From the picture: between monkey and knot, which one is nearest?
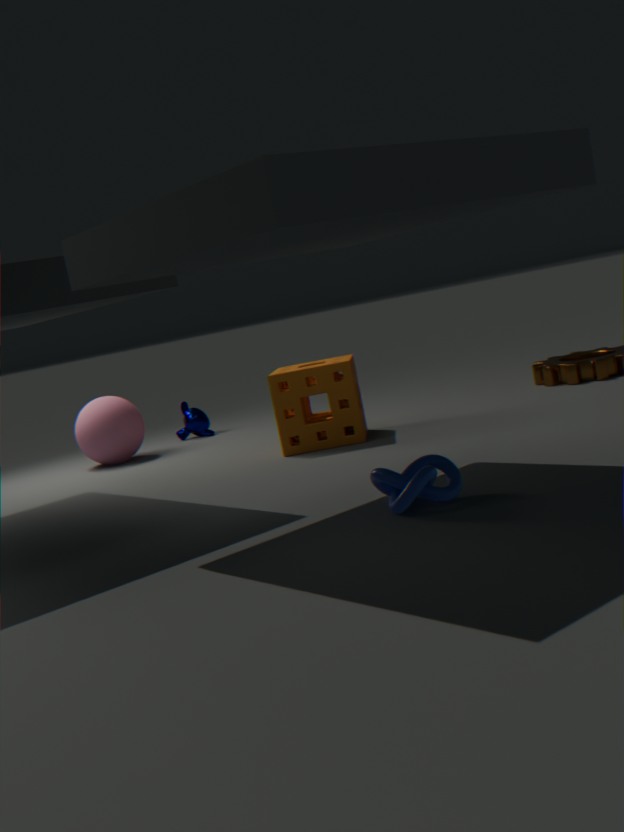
knot
